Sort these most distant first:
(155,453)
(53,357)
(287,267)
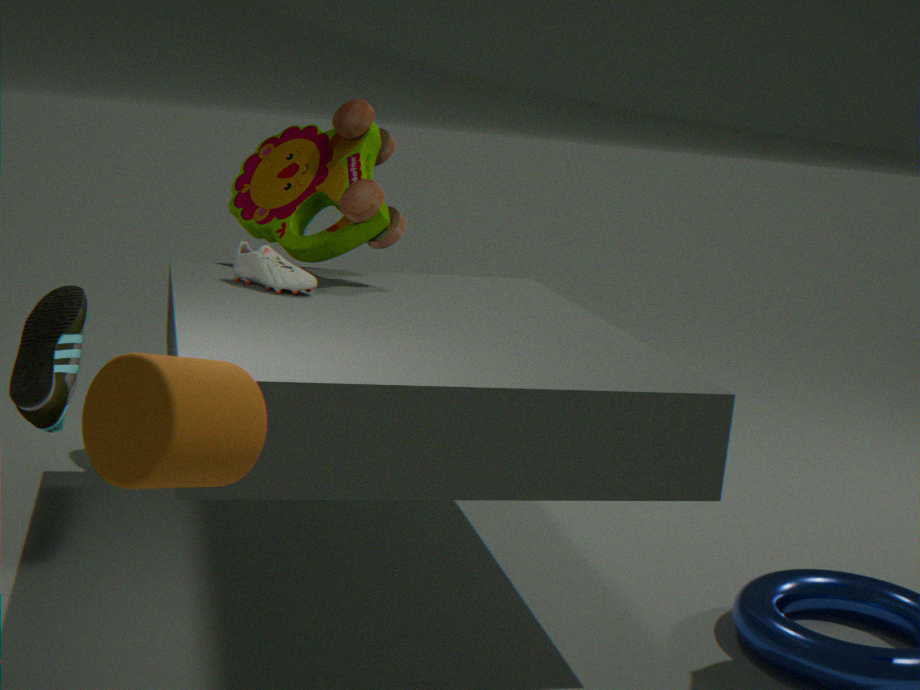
1. (287,267)
2. (53,357)
3. (155,453)
